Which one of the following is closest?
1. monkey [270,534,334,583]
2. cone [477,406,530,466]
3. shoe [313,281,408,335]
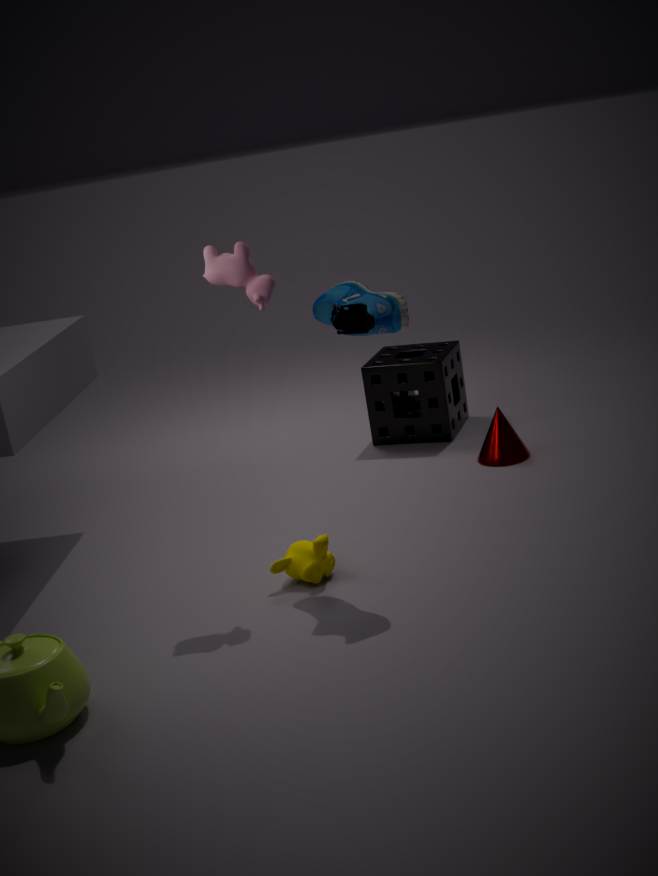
shoe [313,281,408,335]
